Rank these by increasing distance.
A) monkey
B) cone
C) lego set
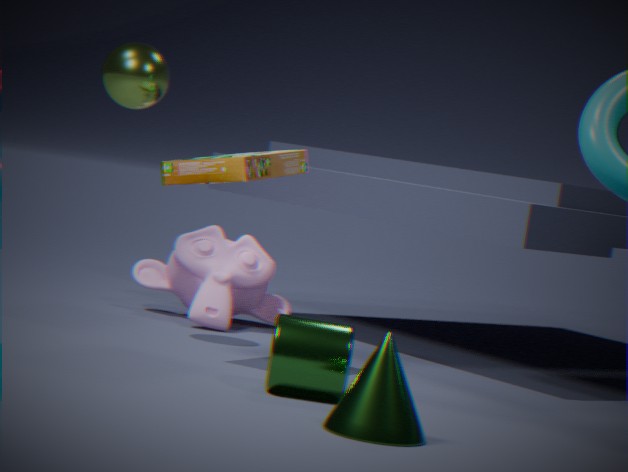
cone
lego set
monkey
